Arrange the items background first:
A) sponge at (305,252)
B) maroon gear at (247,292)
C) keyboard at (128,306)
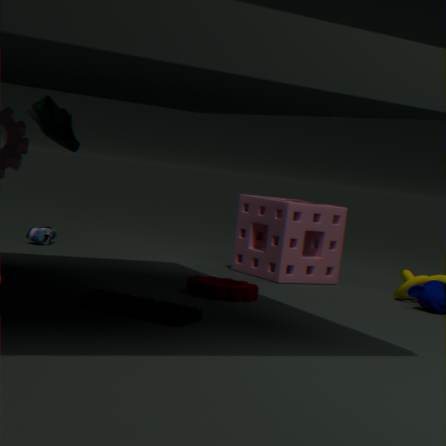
1. sponge at (305,252)
2. maroon gear at (247,292)
3. keyboard at (128,306)
